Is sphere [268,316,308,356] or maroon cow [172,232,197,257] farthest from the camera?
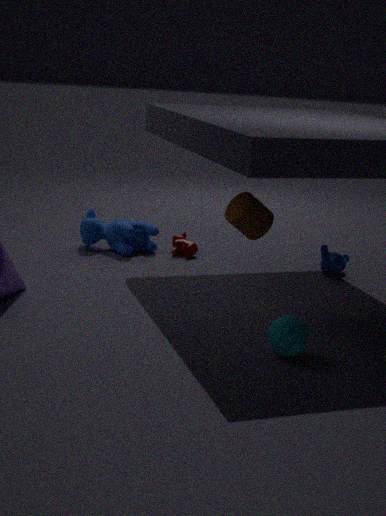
maroon cow [172,232,197,257]
